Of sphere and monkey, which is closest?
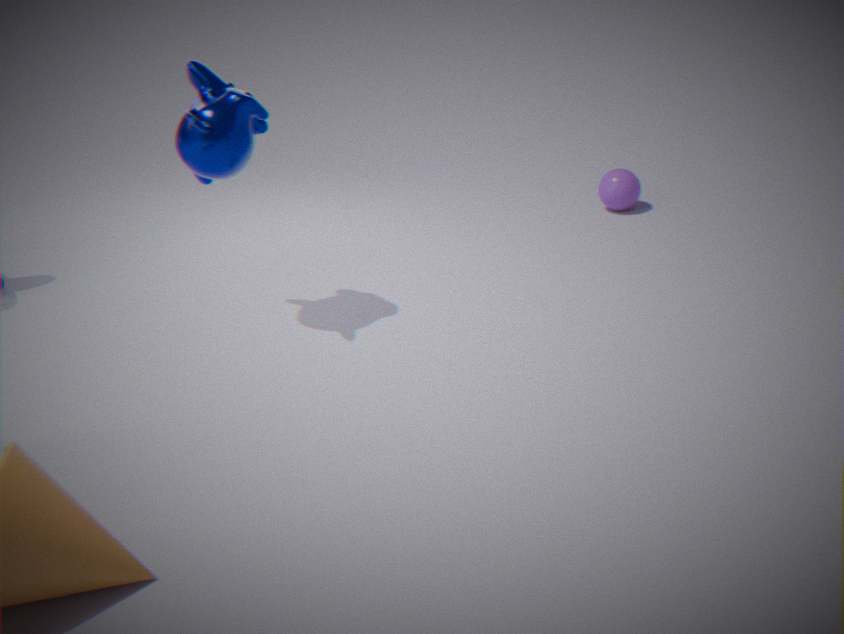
monkey
